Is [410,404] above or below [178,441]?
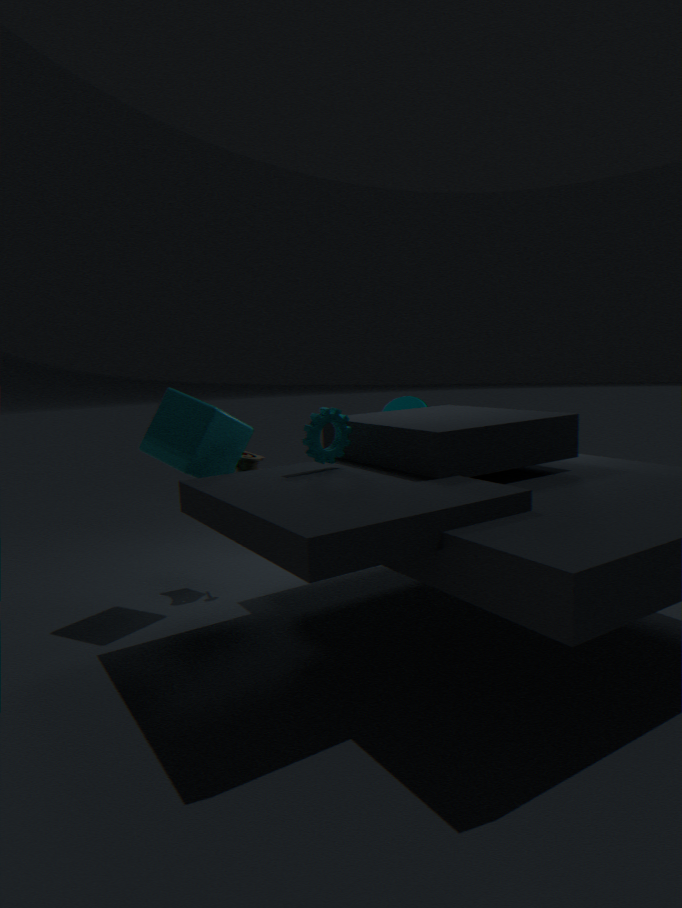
below
